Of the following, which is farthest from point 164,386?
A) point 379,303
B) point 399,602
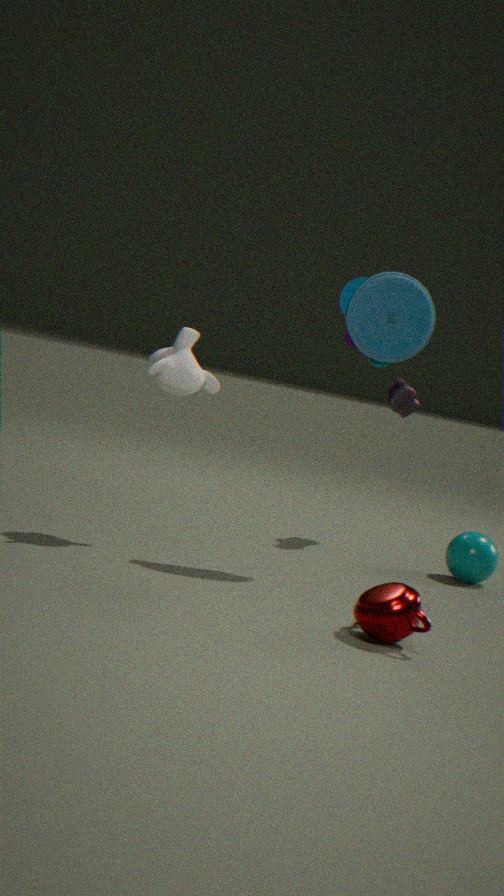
point 399,602
